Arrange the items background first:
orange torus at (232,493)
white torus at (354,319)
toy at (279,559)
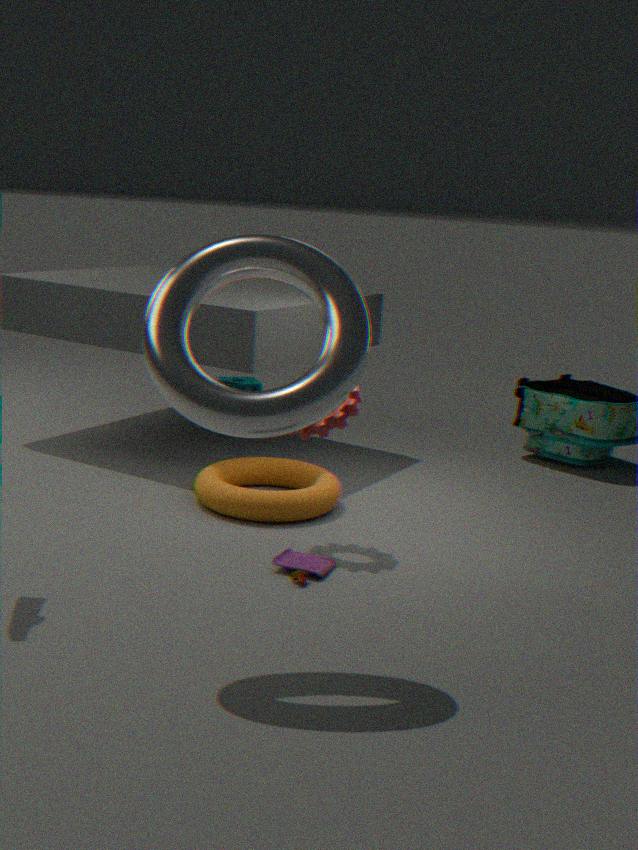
orange torus at (232,493) < toy at (279,559) < white torus at (354,319)
